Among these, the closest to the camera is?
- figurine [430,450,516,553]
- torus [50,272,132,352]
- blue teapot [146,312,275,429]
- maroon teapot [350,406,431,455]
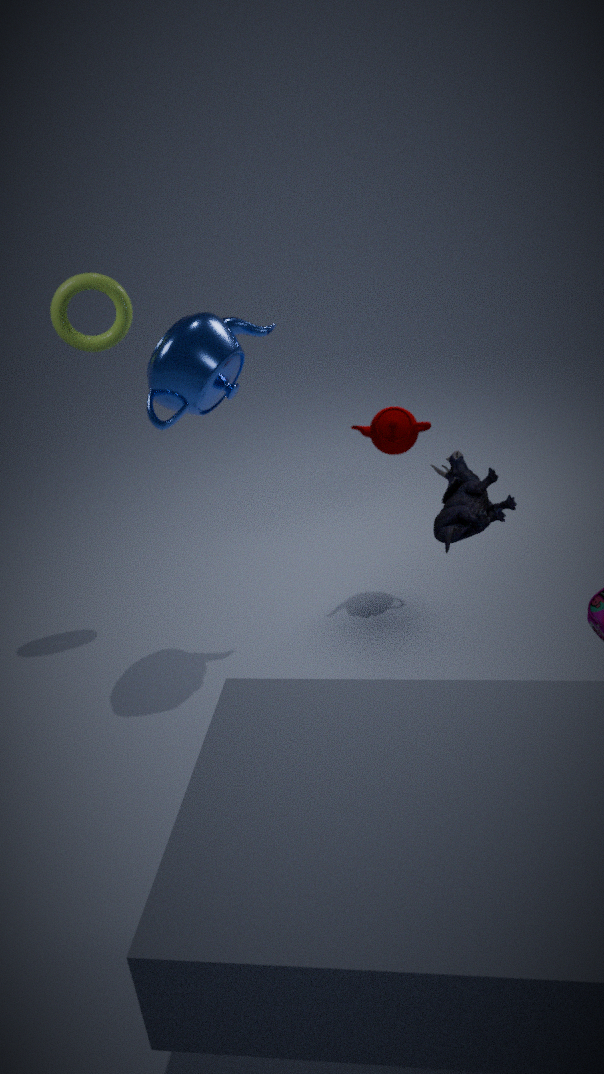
figurine [430,450,516,553]
